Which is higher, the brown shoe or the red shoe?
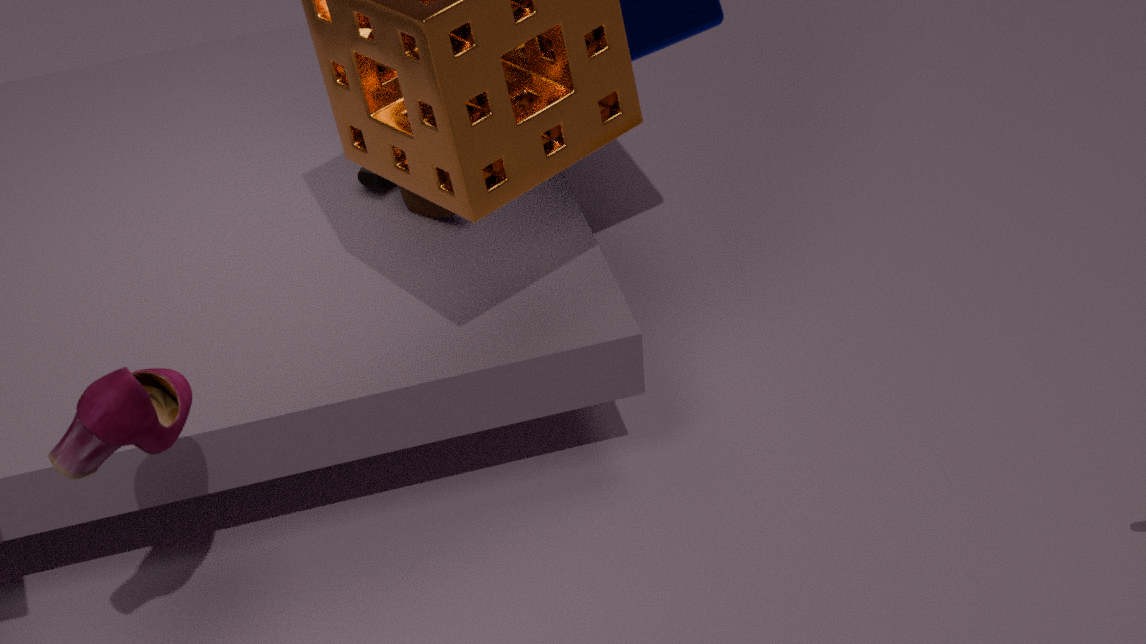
the red shoe
